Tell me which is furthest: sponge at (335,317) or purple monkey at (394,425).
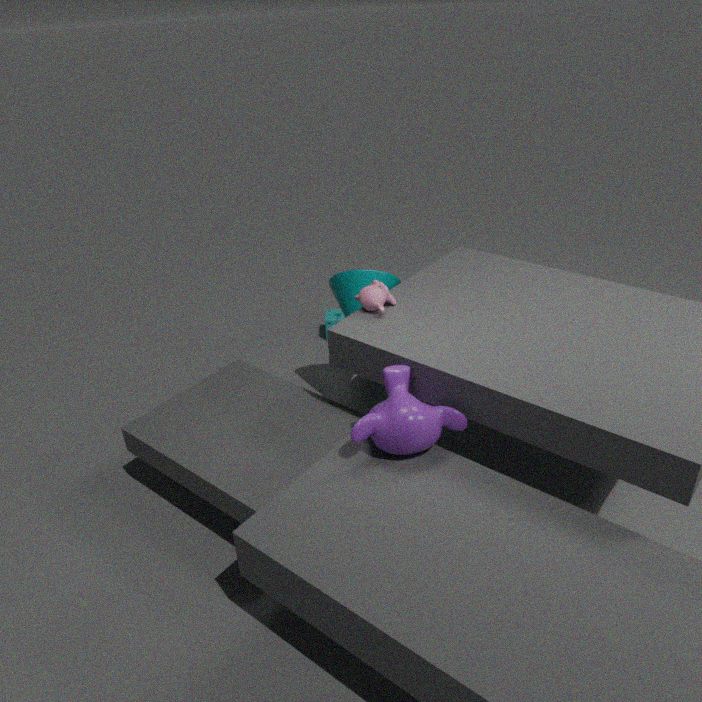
sponge at (335,317)
